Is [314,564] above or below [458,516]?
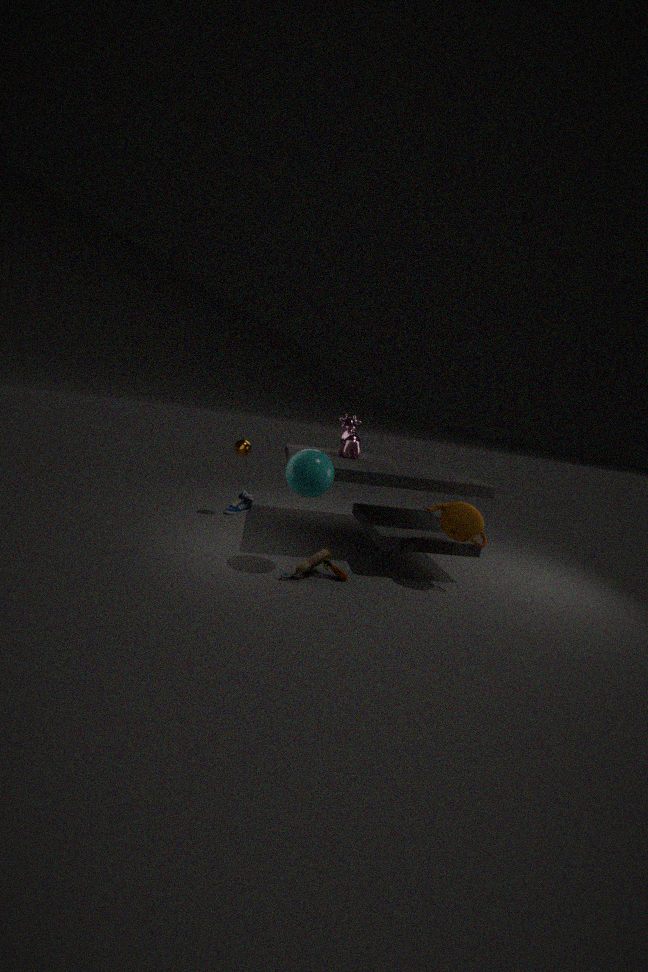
below
